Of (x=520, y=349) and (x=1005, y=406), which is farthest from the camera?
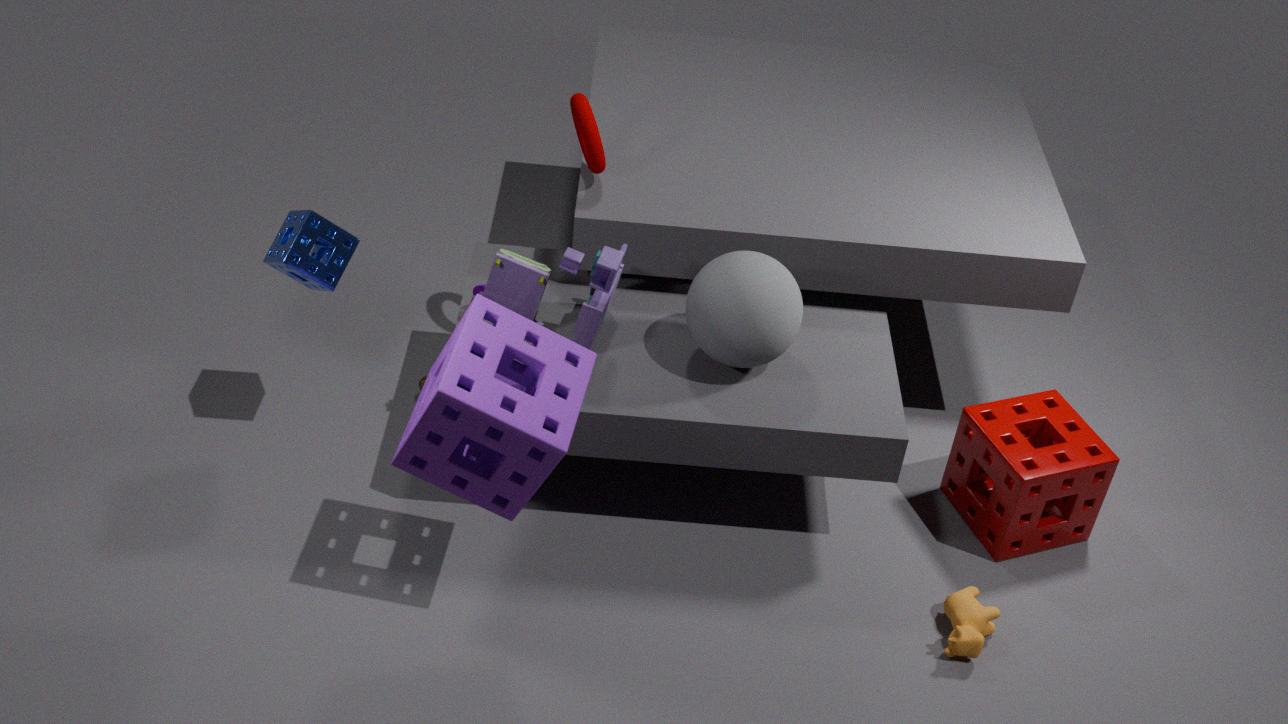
(x=1005, y=406)
